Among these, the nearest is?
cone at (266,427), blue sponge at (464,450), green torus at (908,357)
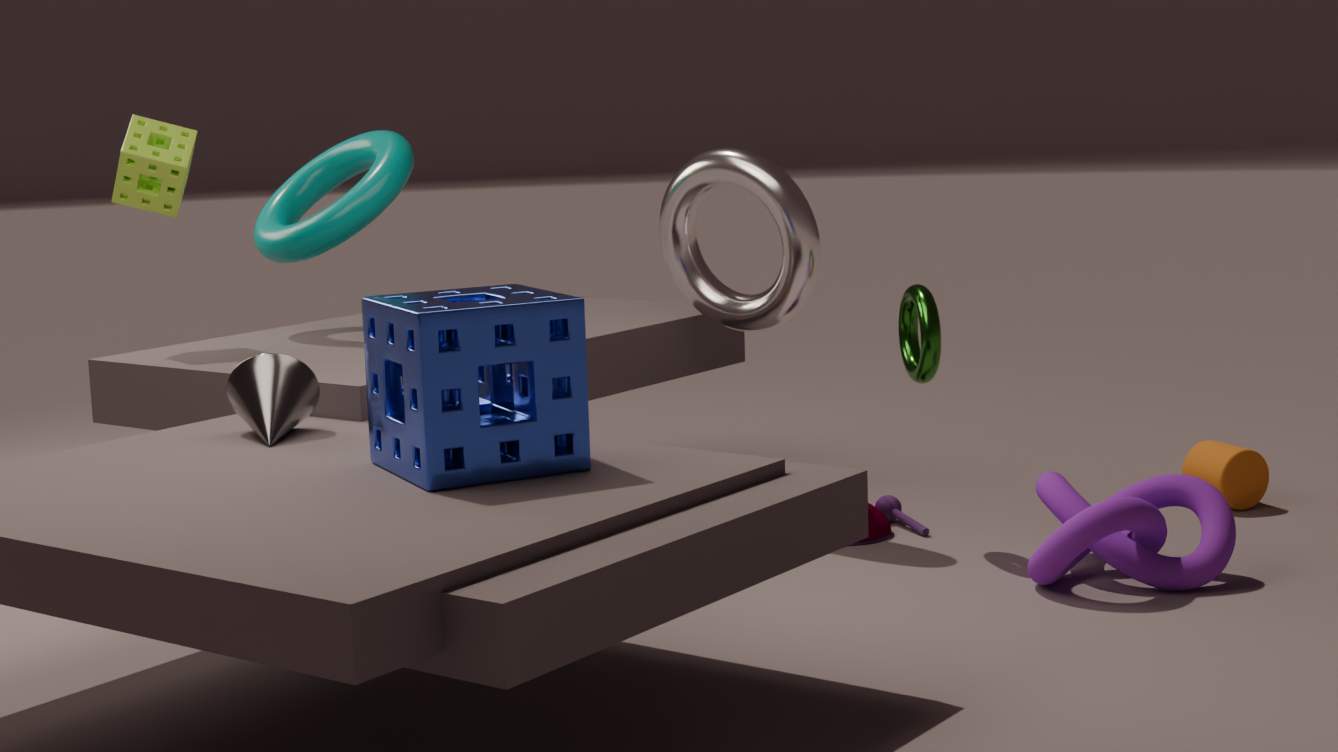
blue sponge at (464,450)
